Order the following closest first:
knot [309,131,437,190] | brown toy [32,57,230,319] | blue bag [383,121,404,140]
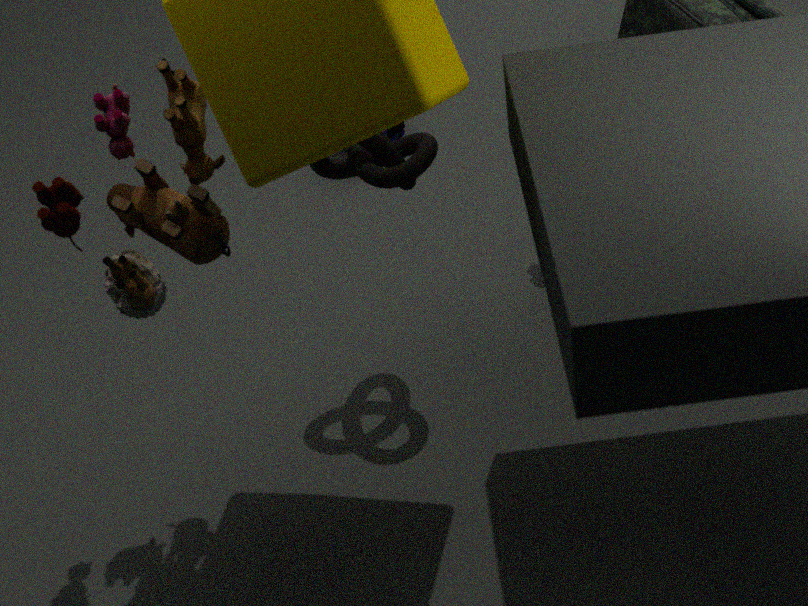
brown toy [32,57,230,319]
knot [309,131,437,190]
blue bag [383,121,404,140]
